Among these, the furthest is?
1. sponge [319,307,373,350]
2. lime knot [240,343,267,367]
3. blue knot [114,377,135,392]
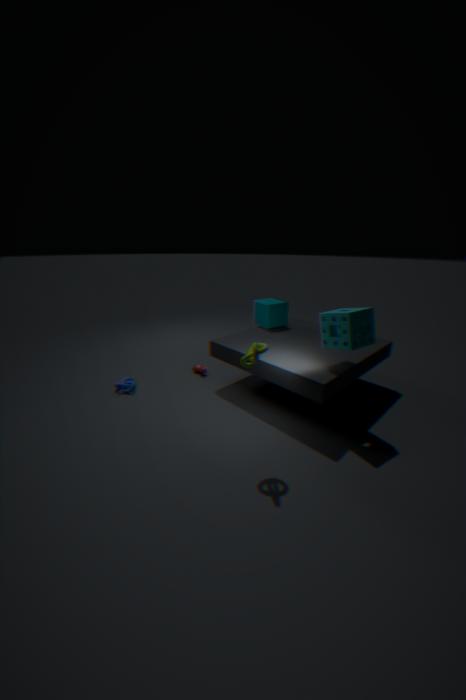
blue knot [114,377,135,392]
